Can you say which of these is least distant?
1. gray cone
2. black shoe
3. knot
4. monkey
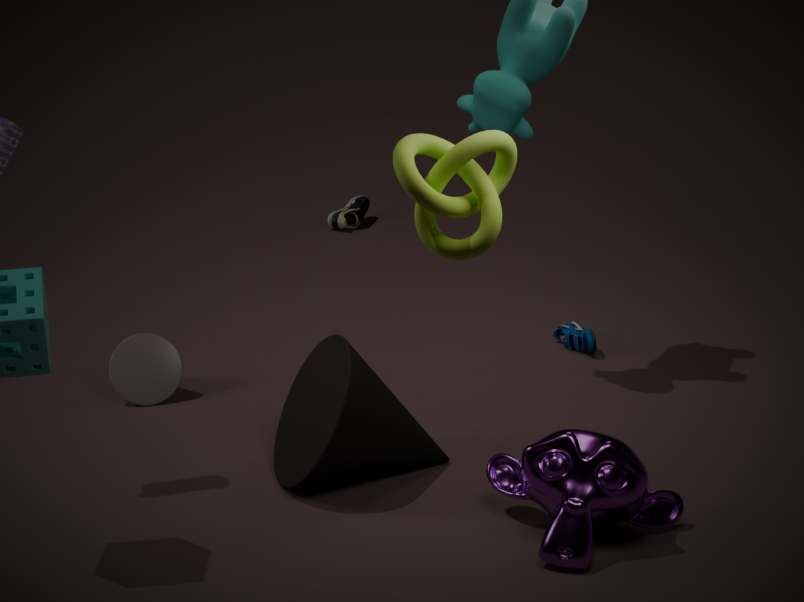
knot
